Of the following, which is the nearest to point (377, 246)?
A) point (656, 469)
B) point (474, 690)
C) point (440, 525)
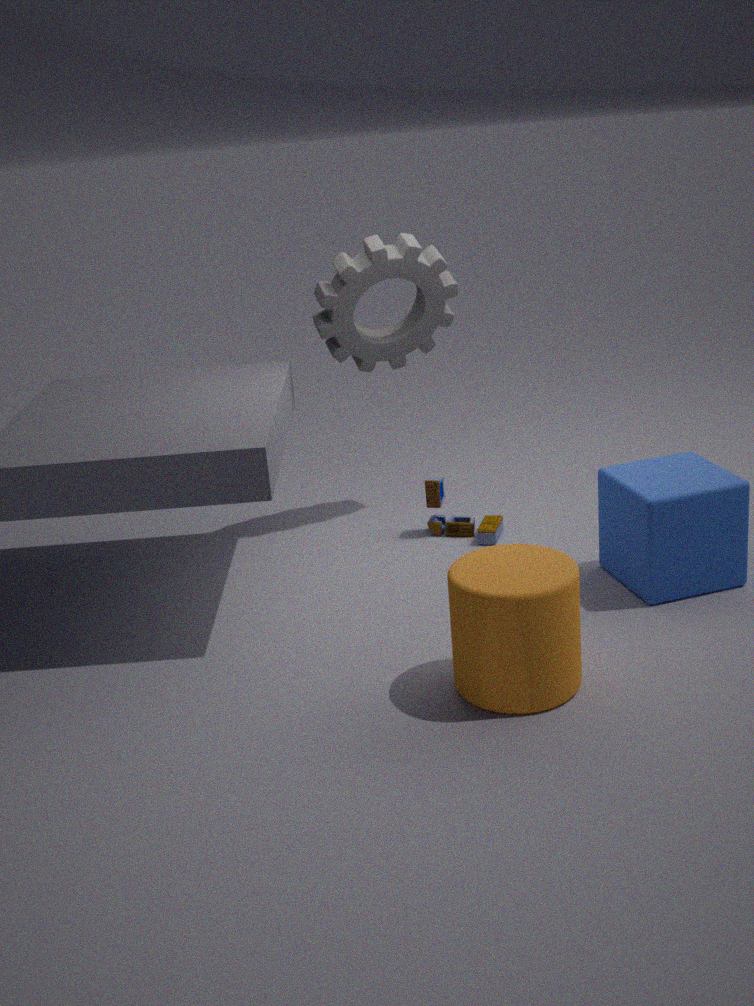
point (440, 525)
